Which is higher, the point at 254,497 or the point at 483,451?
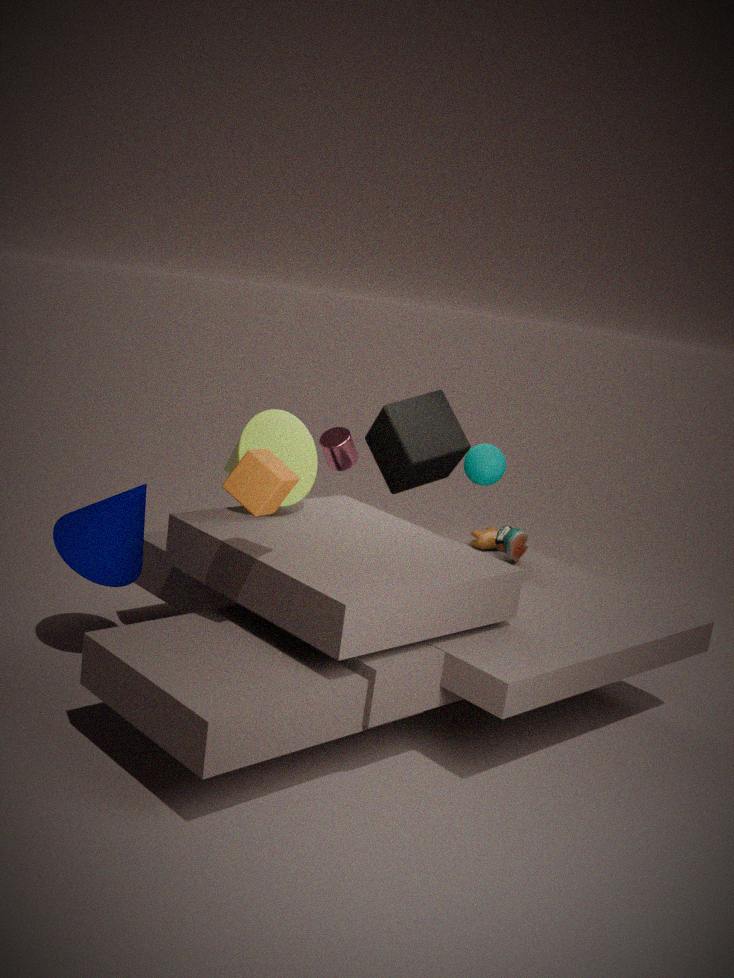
the point at 483,451
